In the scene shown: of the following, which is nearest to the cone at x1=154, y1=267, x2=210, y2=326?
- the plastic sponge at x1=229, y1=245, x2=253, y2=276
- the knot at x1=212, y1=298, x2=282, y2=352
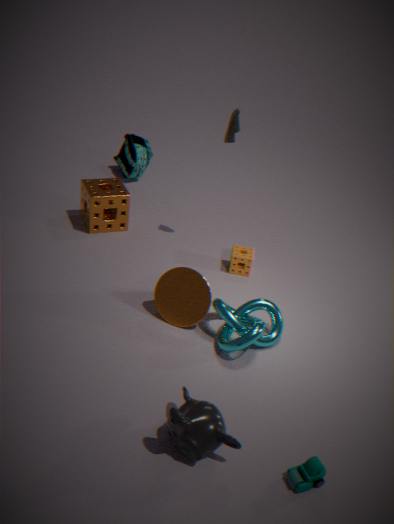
the knot at x1=212, y1=298, x2=282, y2=352
